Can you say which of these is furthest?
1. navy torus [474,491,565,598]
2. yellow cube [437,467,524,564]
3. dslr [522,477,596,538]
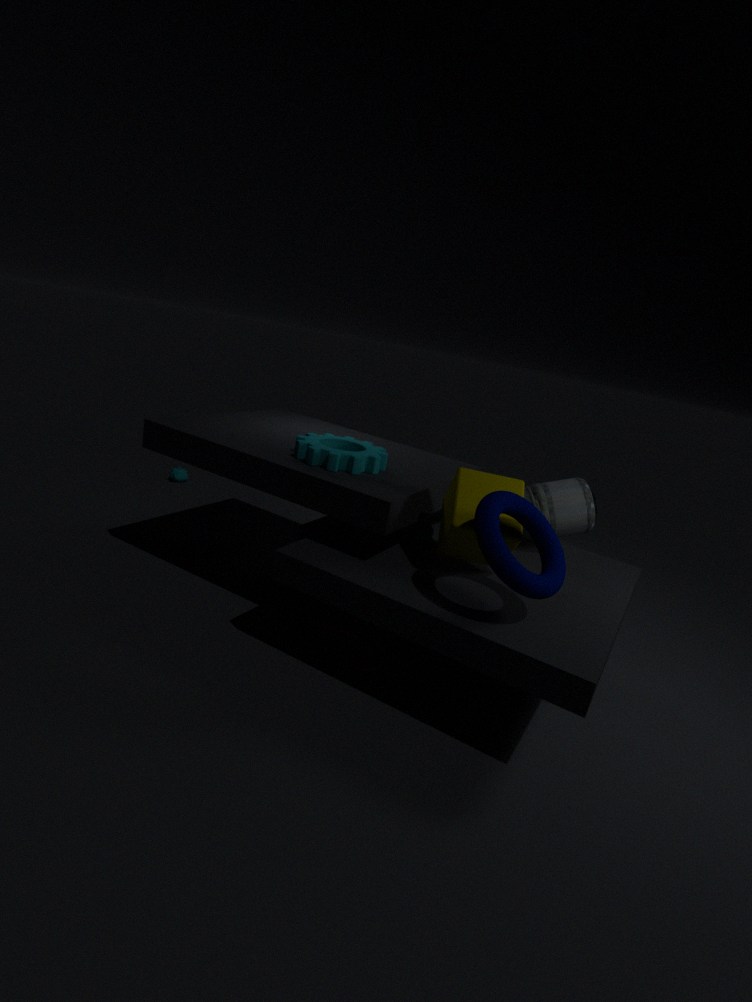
dslr [522,477,596,538]
